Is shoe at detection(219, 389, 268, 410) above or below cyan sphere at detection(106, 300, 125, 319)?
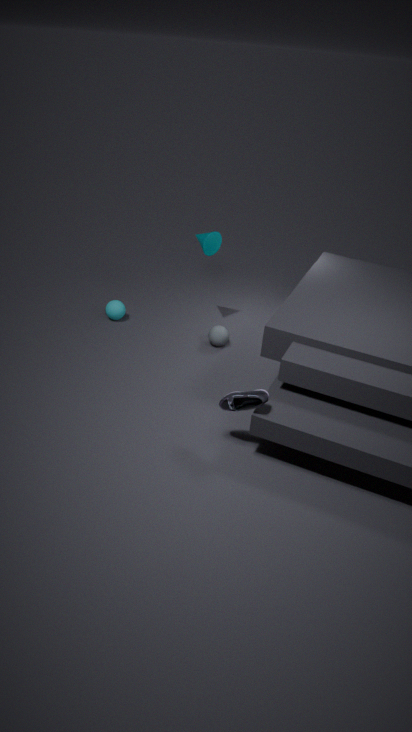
above
